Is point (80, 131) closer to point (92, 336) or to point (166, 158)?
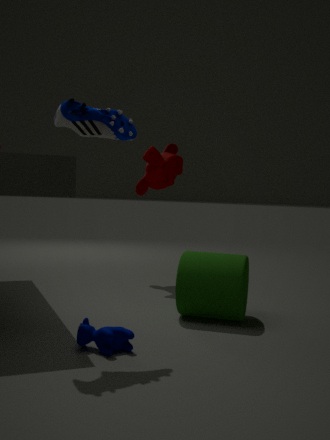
point (92, 336)
